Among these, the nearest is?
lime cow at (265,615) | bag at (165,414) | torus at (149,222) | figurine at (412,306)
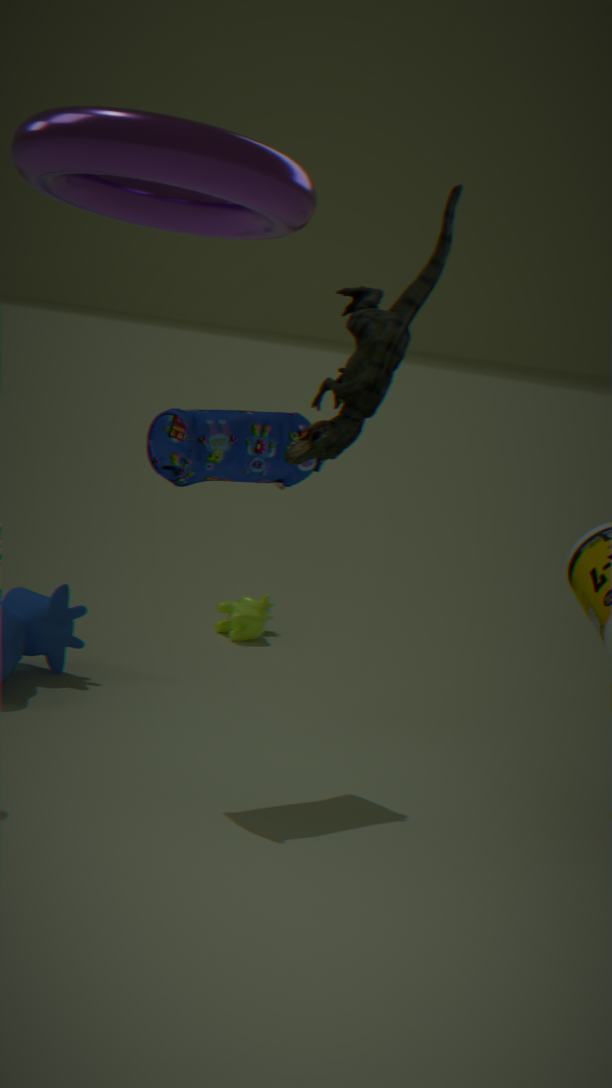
torus at (149,222)
